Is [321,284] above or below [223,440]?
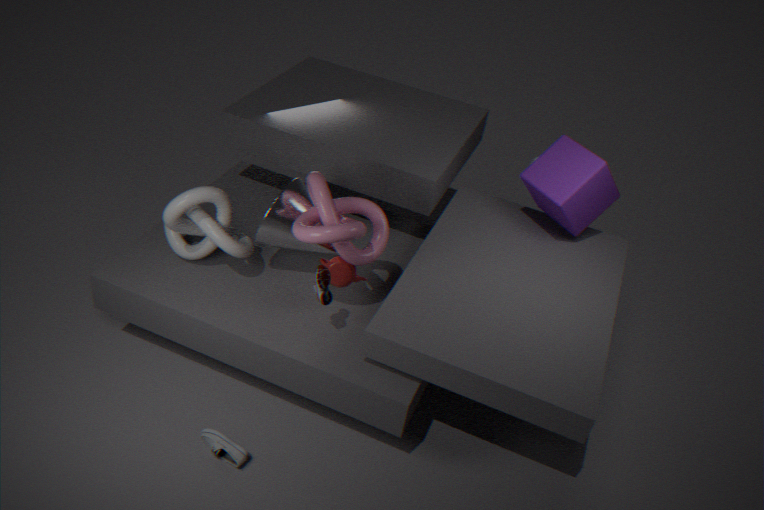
above
